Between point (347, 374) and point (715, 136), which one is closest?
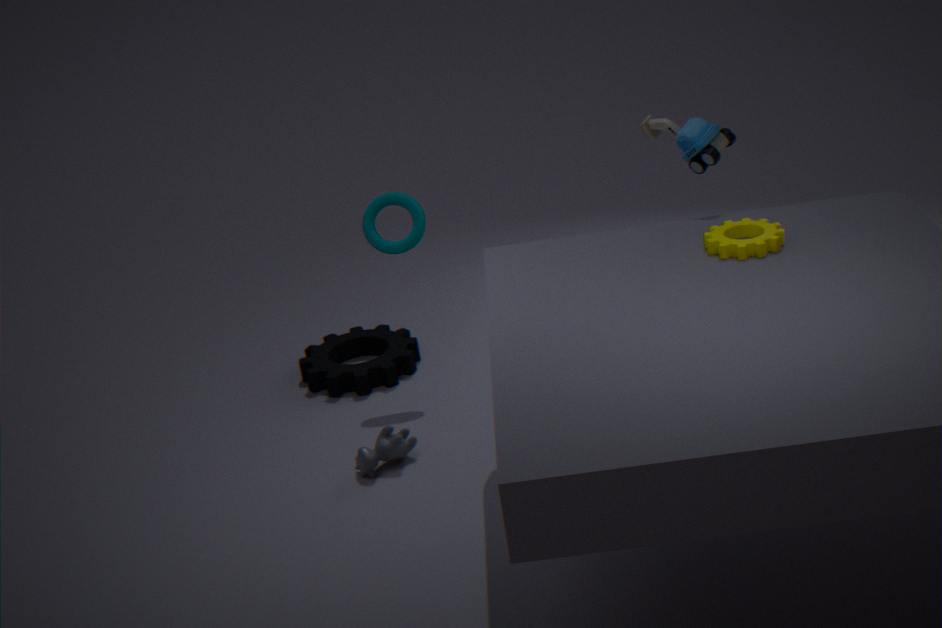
point (715, 136)
